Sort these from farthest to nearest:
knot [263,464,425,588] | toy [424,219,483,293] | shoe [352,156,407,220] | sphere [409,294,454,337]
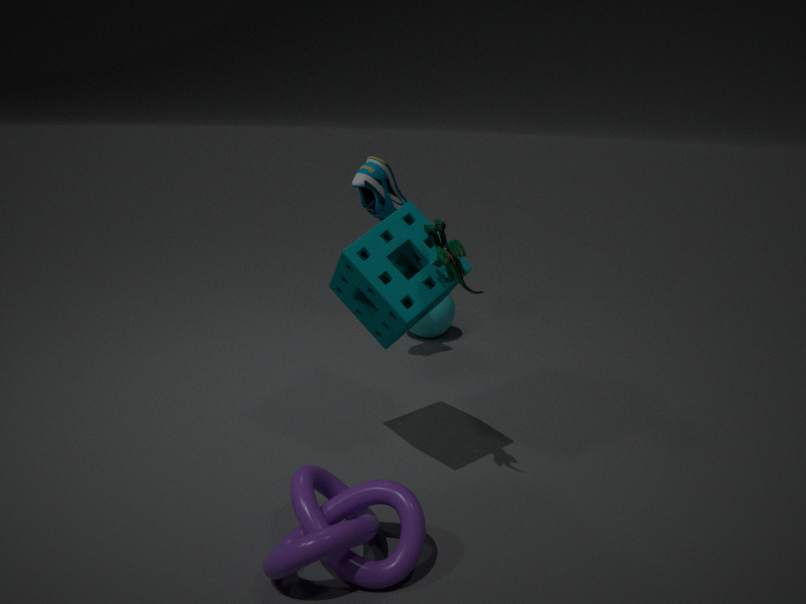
sphere [409,294,454,337], shoe [352,156,407,220], toy [424,219,483,293], knot [263,464,425,588]
